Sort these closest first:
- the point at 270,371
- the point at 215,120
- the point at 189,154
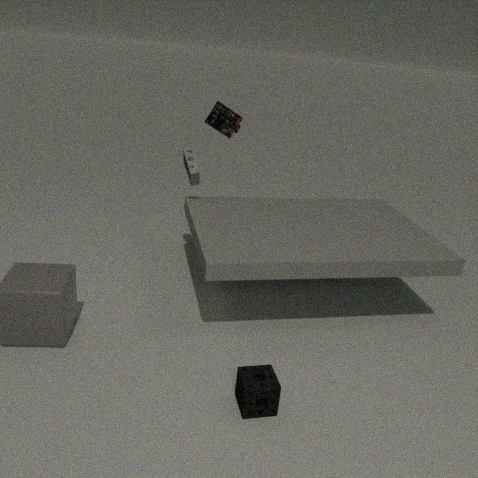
the point at 270,371 → the point at 189,154 → the point at 215,120
